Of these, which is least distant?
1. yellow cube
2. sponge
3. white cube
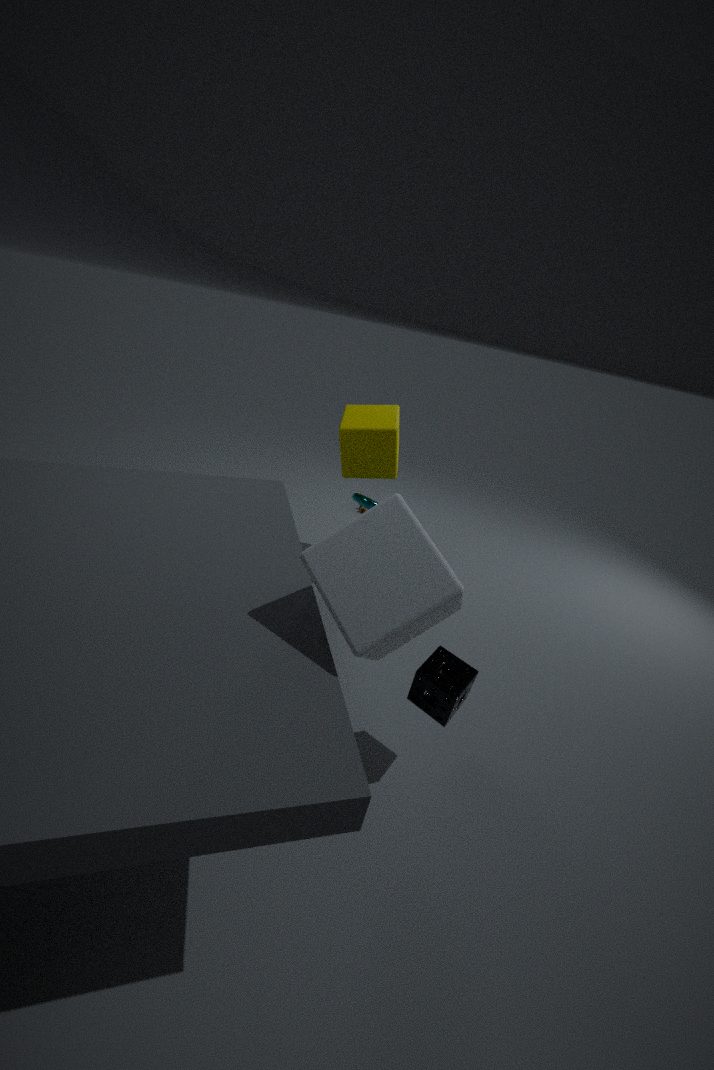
white cube
